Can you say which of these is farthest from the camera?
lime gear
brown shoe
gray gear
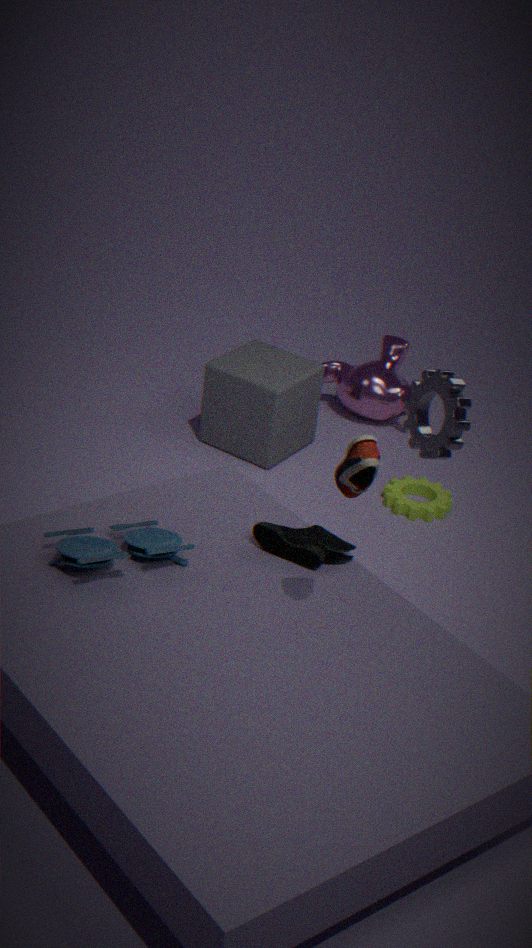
lime gear
